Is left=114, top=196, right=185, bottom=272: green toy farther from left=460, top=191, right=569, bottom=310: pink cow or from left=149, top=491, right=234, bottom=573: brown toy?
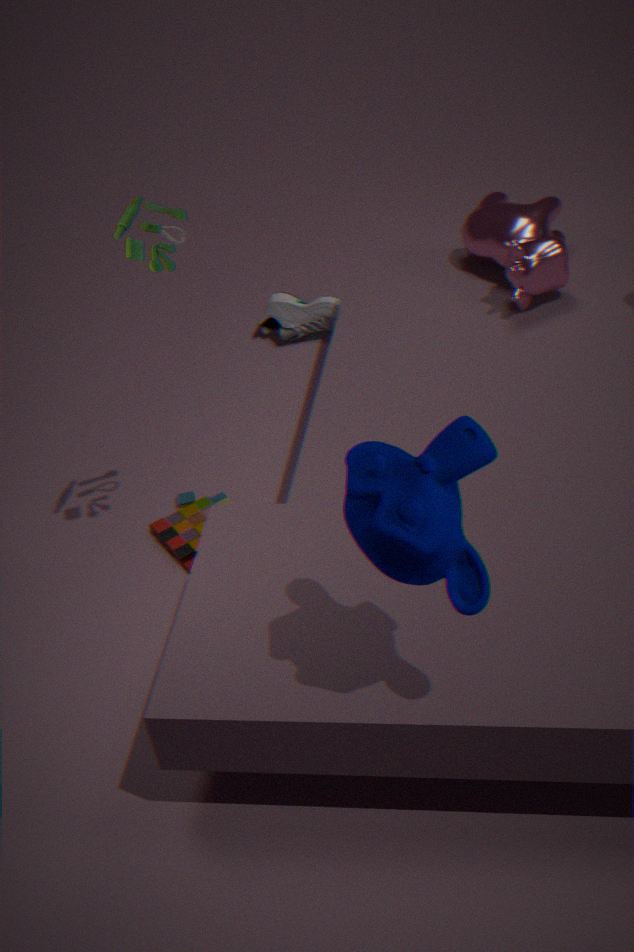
left=460, top=191, right=569, bottom=310: pink cow
